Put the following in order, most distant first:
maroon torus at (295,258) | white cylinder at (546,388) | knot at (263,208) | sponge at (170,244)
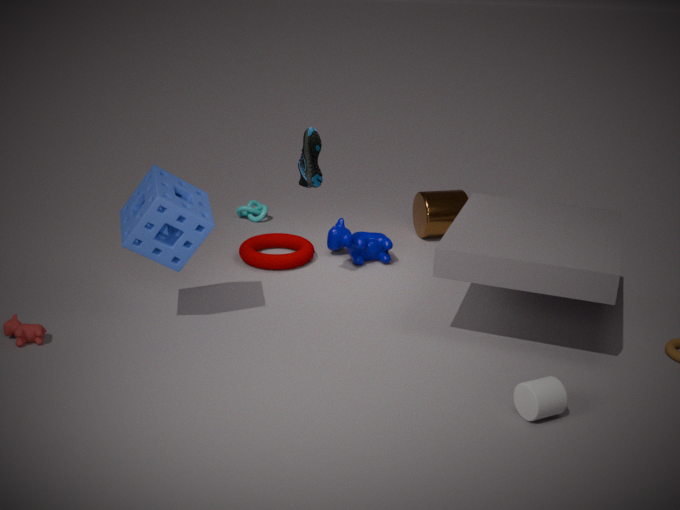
knot at (263,208) → maroon torus at (295,258) → sponge at (170,244) → white cylinder at (546,388)
